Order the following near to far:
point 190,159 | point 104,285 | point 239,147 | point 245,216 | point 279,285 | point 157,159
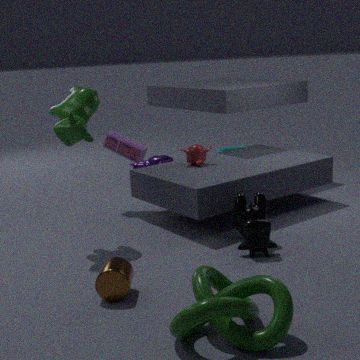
point 279,285
point 104,285
point 245,216
point 190,159
point 157,159
point 239,147
